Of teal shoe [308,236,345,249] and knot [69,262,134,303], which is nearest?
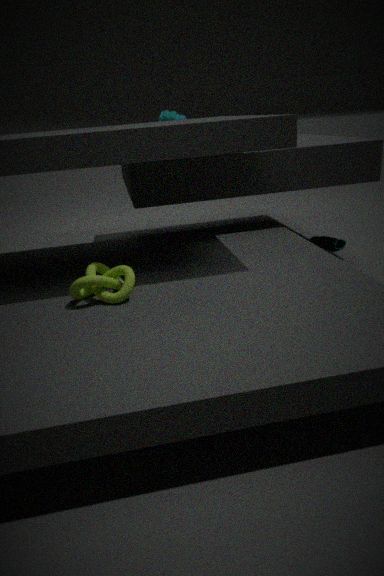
knot [69,262,134,303]
